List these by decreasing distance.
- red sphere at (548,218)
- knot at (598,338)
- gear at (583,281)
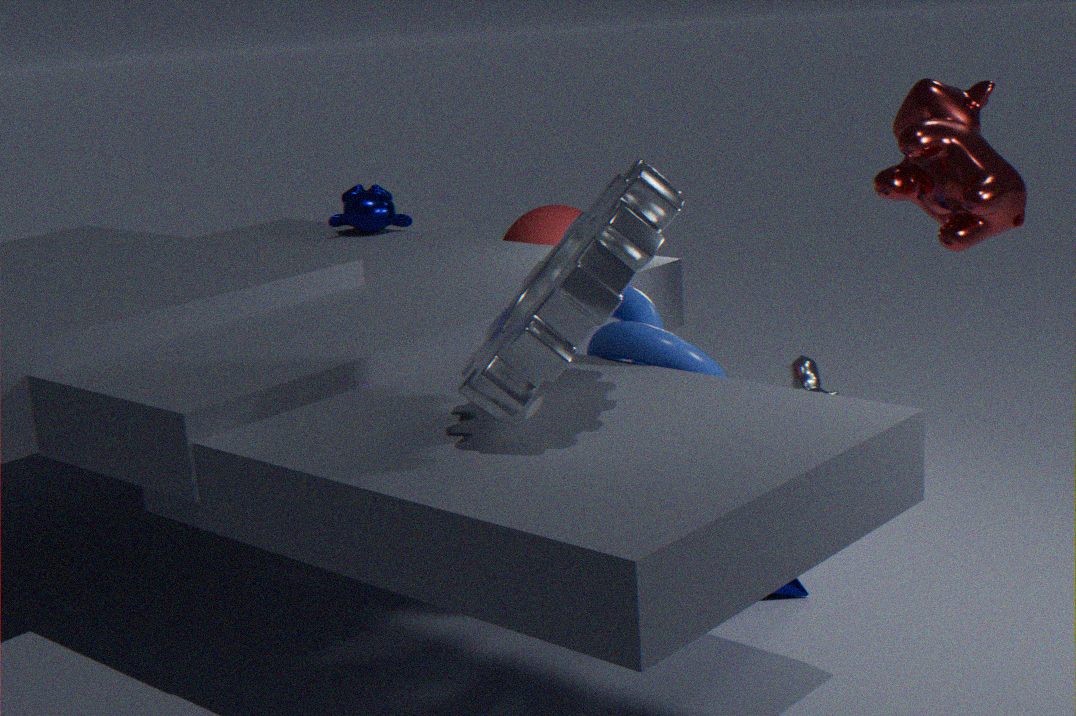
red sphere at (548,218), knot at (598,338), gear at (583,281)
